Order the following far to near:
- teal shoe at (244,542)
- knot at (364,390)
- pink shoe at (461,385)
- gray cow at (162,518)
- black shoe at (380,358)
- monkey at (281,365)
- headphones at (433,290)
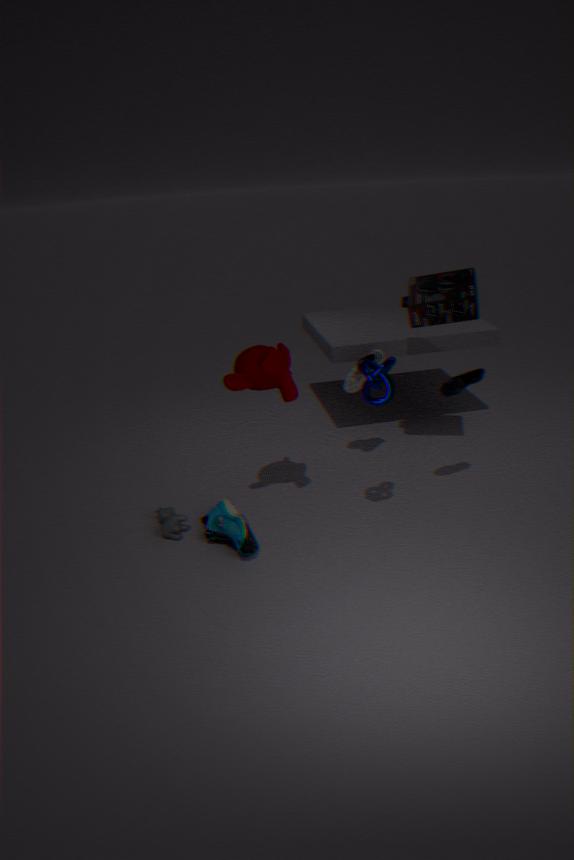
black shoe at (380,358), headphones at (433,290), gray cow at (162,518), pink shoe at (461,385), monkey at (281,365), teal shoe at (244,542), knot at (364,390)
